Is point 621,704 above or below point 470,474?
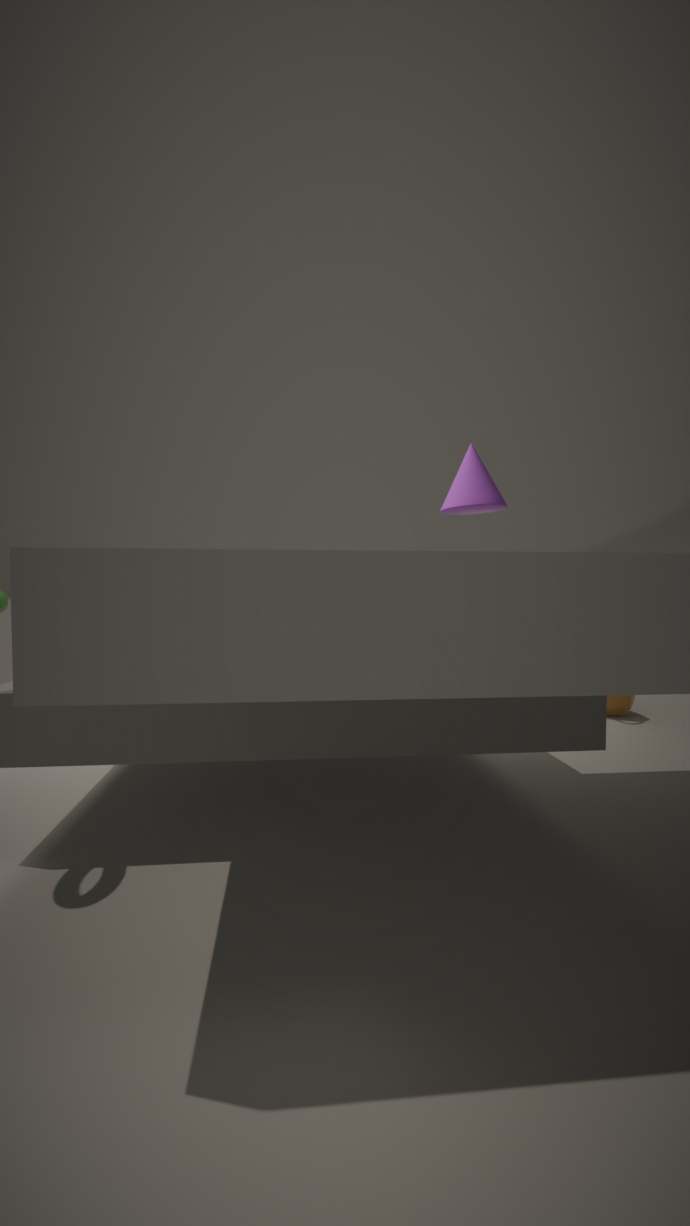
below
